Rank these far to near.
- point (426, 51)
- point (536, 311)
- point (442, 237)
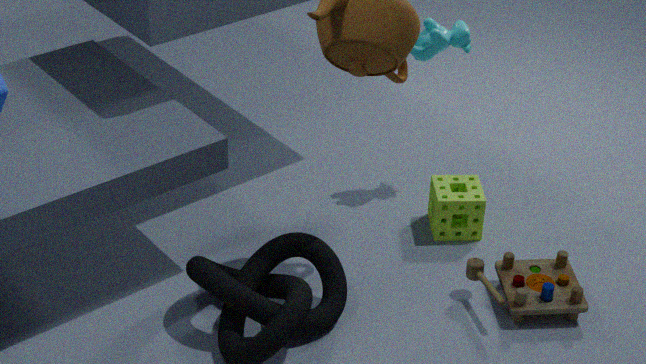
1. point (442, 237)
2. point (426, 51)
3. point (536, 311)
